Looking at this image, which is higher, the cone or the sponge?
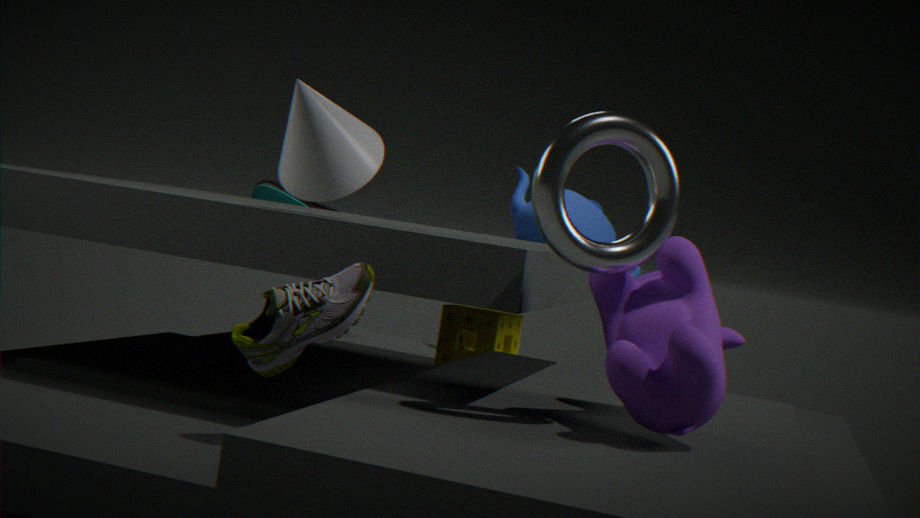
the cone
